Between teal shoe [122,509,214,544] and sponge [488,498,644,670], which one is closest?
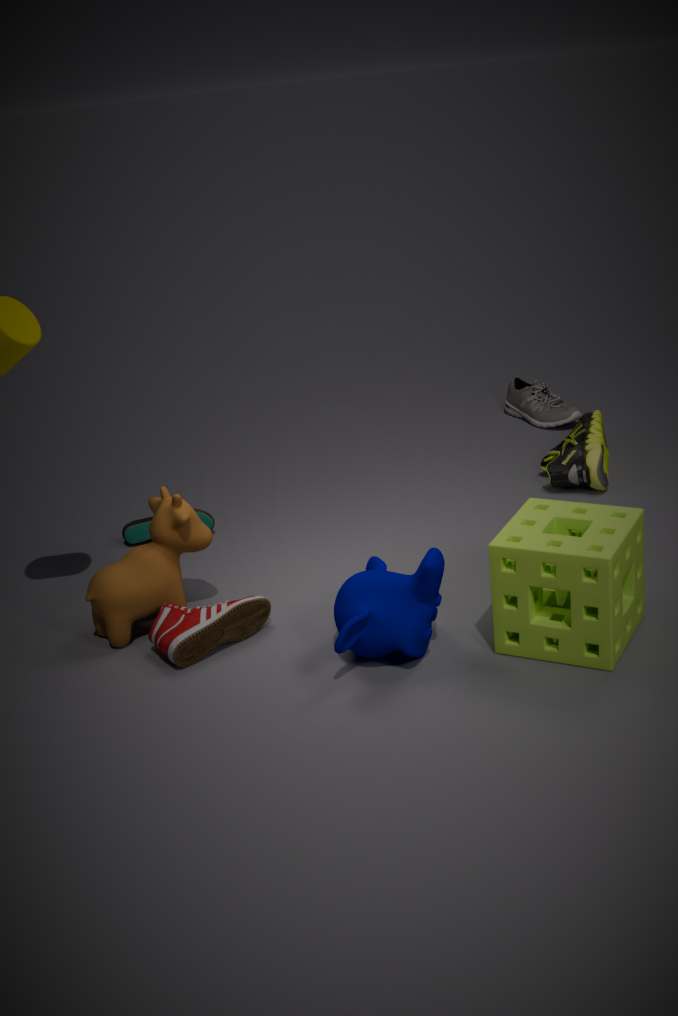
sponge [488,498,644,670]
